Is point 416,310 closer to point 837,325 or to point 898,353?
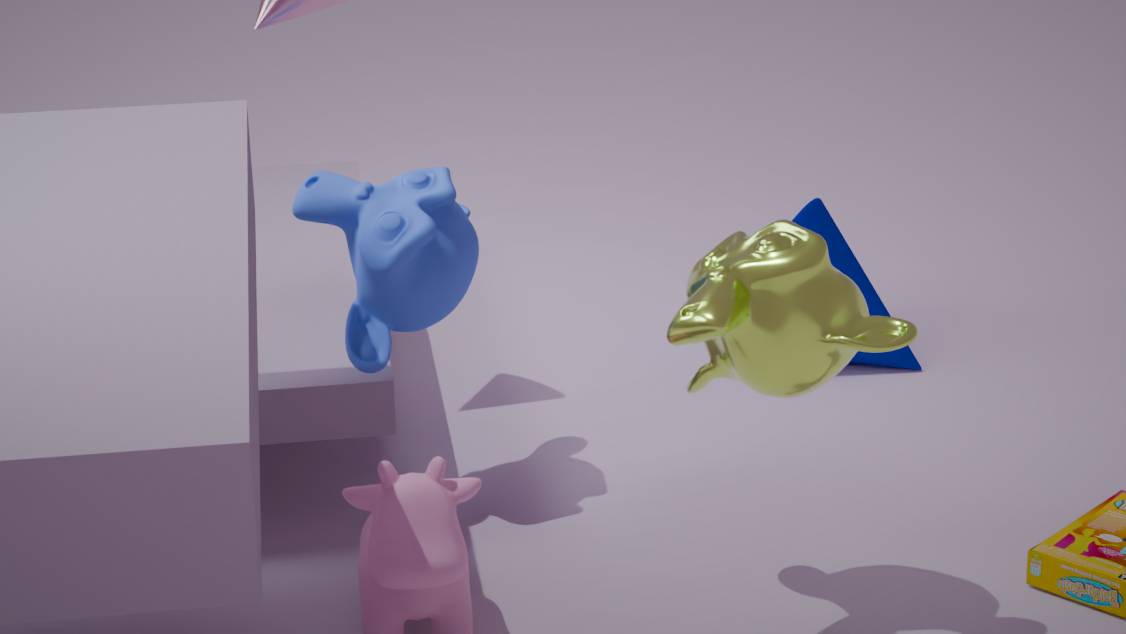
point 837,325
